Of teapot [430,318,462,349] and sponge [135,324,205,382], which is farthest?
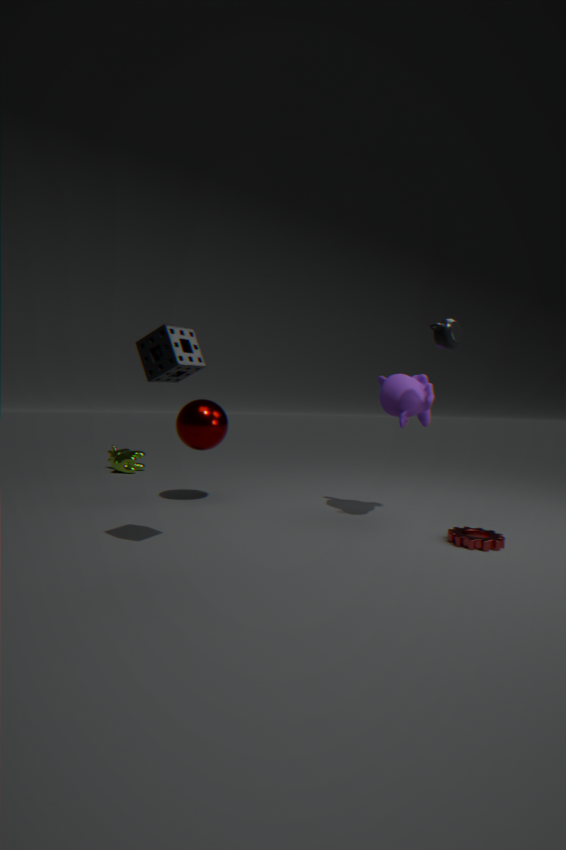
teapot [430,318,462,349]
